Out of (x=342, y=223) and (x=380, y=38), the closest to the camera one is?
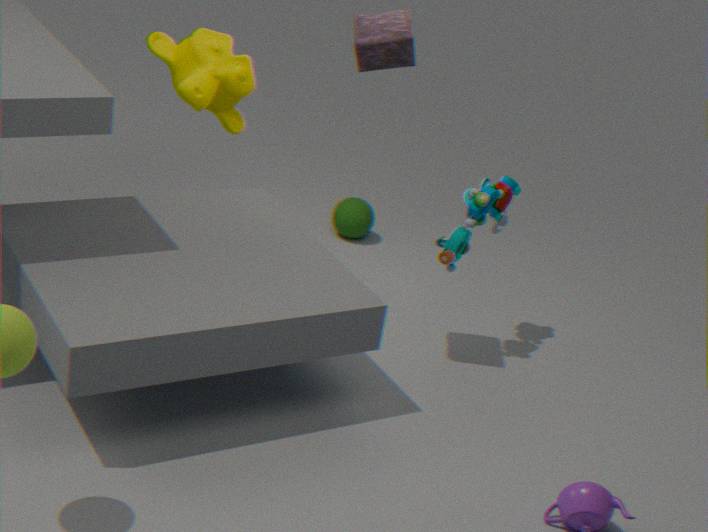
(x=380, y=38)
